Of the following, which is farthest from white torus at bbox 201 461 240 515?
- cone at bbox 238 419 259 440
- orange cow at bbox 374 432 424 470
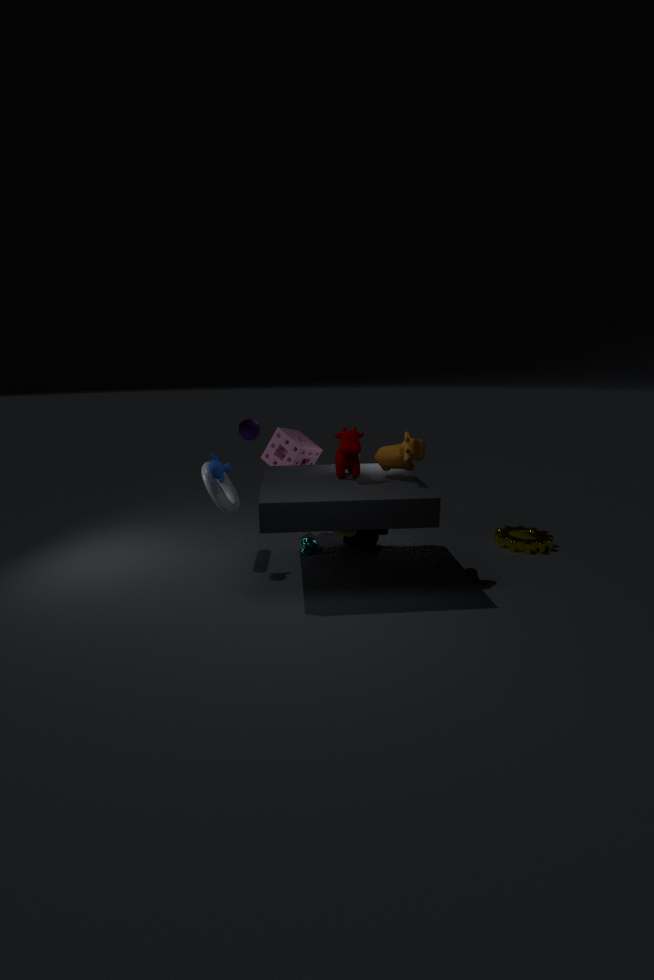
orange cow at bbox 374 432 424 470
